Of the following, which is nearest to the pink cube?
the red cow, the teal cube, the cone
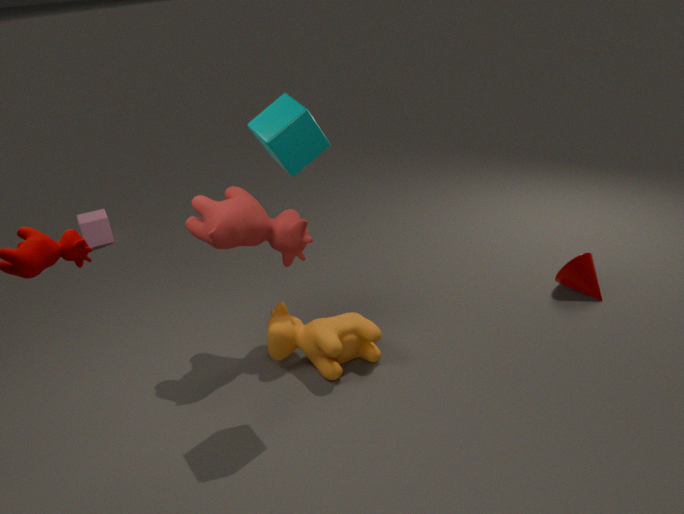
the red cow
